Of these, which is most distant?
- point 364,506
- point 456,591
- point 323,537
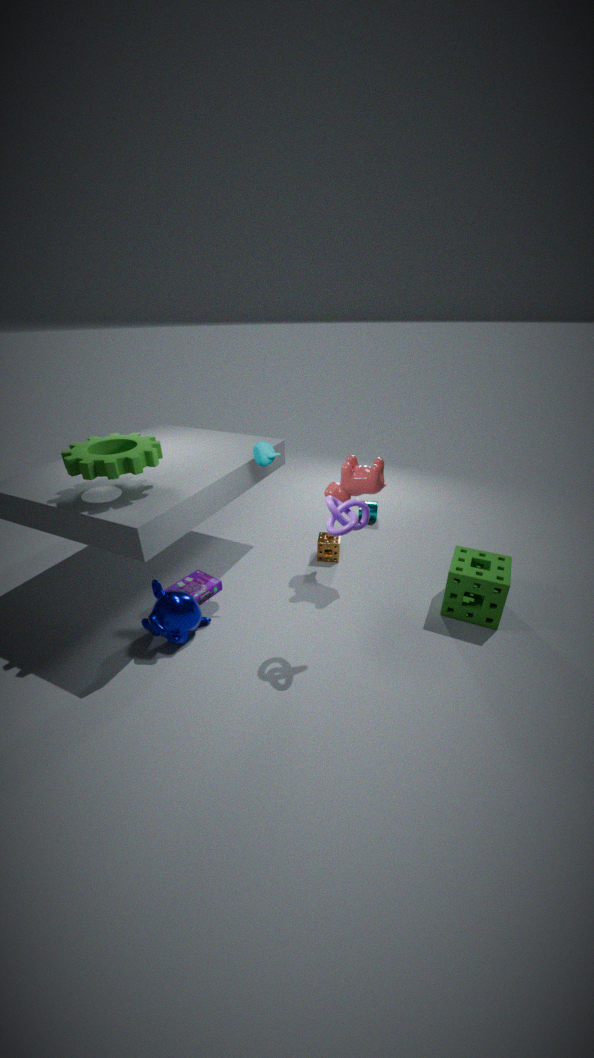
point 323,537
